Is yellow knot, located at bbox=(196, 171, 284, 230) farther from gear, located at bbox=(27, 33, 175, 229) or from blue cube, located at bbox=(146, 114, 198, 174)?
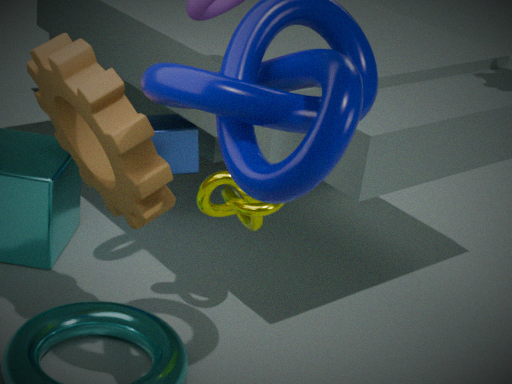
blue cube, located at bbox=(146, 114, 198, 174)
